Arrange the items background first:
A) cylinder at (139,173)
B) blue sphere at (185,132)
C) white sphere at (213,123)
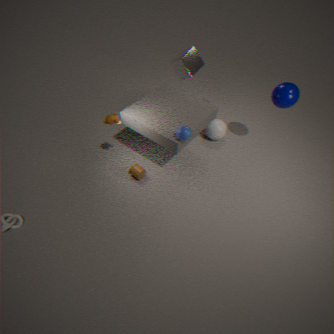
1. C. white sphere at (213,123)
2. A. cylinder at (139,173)
3. B. blue sphere at (185,132)
